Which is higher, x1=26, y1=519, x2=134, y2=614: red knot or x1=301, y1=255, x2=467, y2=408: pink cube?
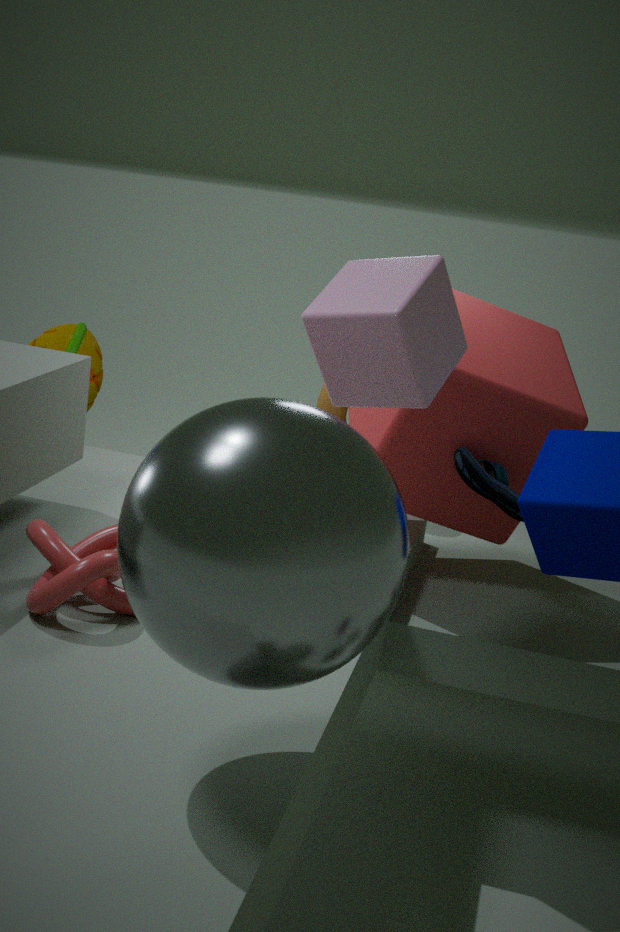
x1=301, y1=255, x2=467, y2=408: pink cube
